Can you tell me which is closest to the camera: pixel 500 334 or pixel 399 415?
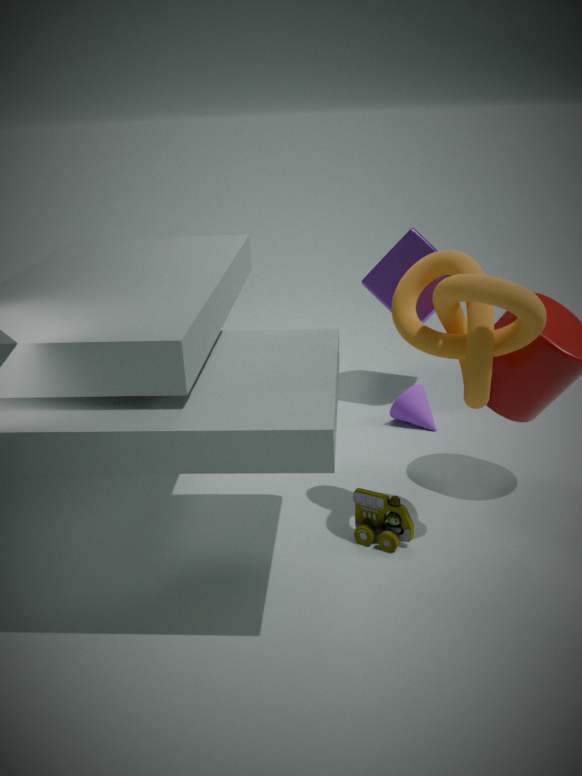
pixel 500 334
